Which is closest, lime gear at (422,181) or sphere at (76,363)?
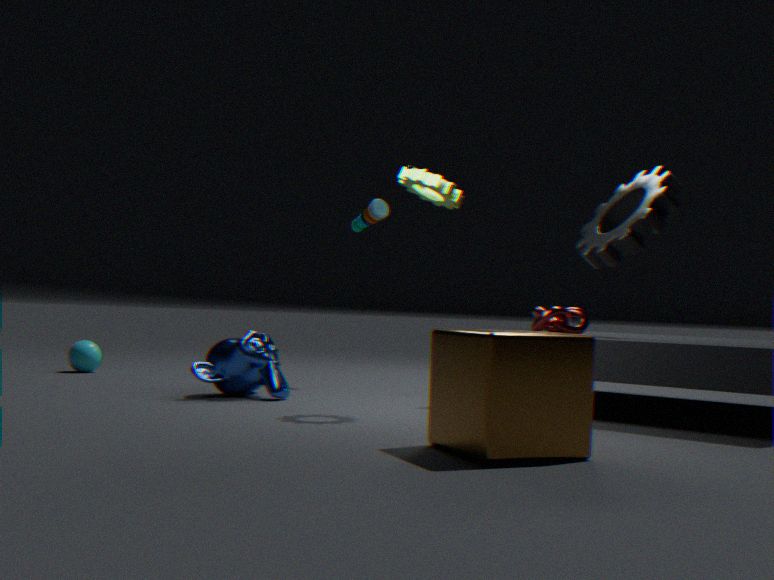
lime gear at (422,181)
